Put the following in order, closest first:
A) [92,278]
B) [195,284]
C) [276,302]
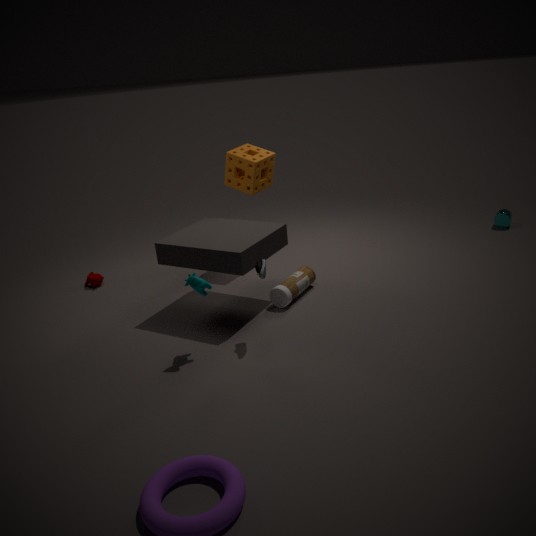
[195,284] < [276,302] < [92,278]
